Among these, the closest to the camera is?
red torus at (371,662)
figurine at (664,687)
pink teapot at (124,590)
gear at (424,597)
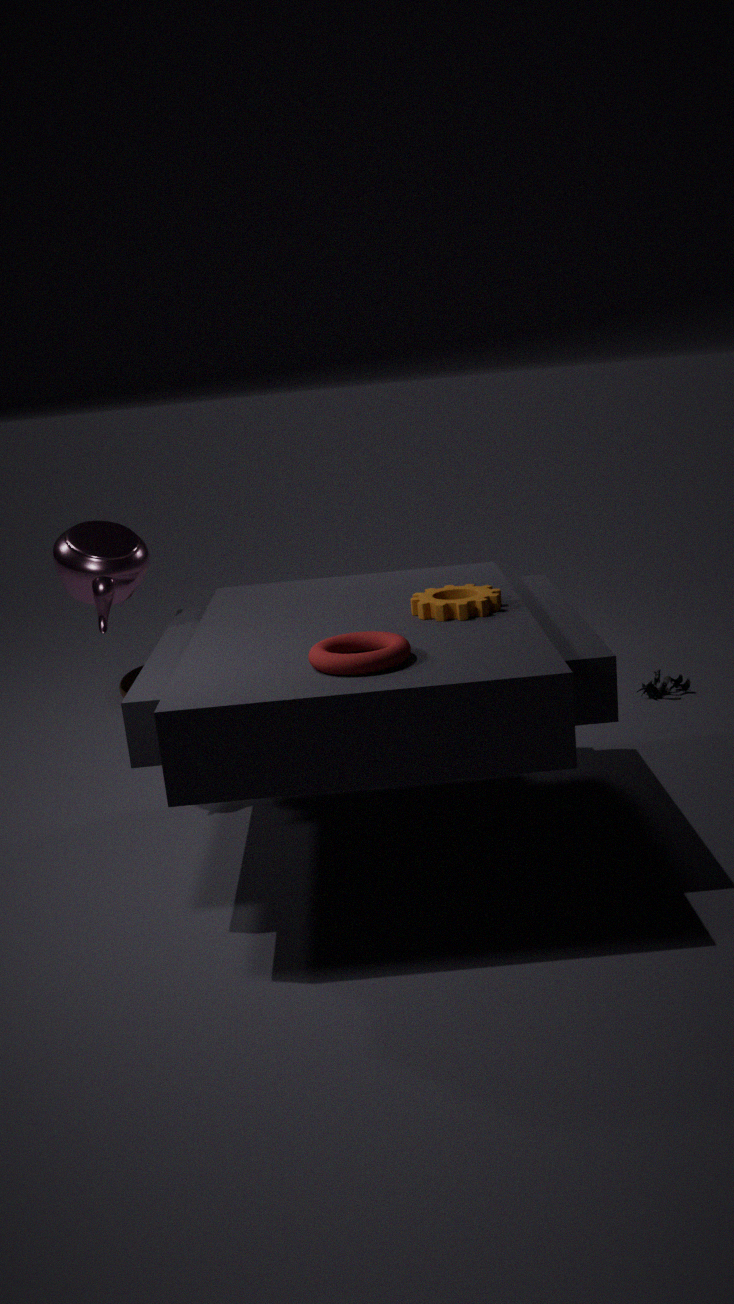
red torus at (371,662)
